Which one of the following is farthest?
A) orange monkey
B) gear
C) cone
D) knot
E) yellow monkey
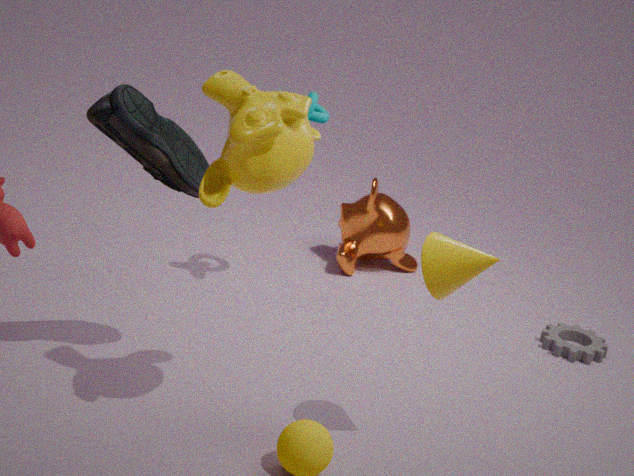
orange monkey
